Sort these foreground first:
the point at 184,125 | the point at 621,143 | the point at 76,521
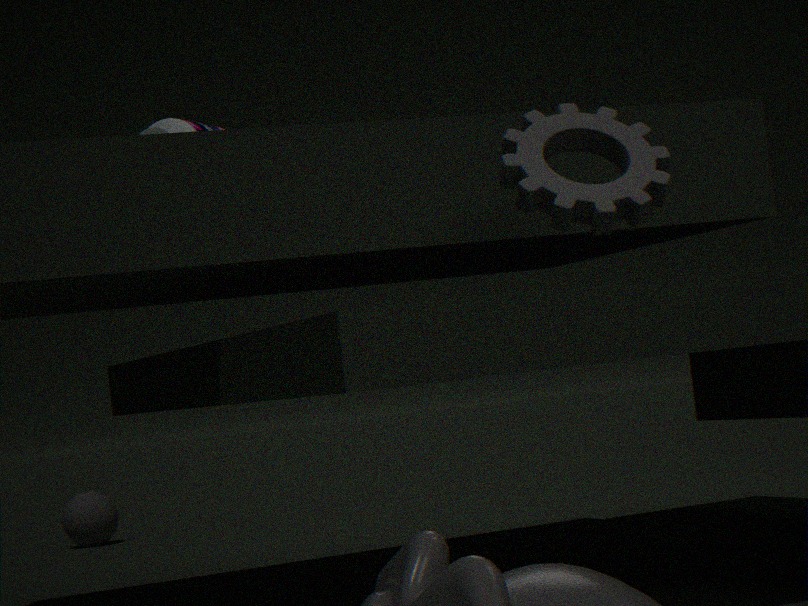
the point at 621,143
the point at 184,125
the point at 76,521
